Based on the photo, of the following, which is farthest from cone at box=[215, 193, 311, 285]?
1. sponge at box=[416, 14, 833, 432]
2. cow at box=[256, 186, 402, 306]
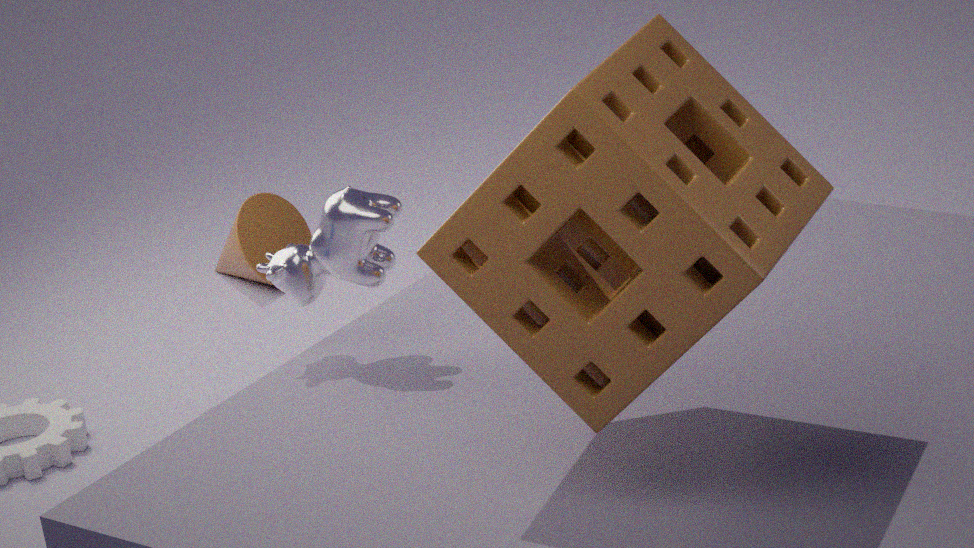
sponge at box=[416, 14, 833, 432]
